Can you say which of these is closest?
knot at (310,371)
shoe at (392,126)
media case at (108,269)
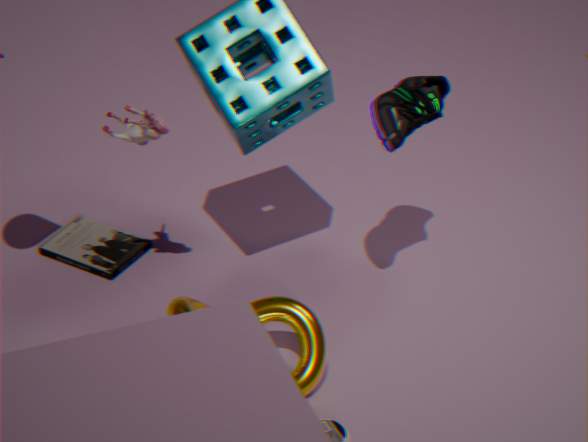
shoe at (392,126)
